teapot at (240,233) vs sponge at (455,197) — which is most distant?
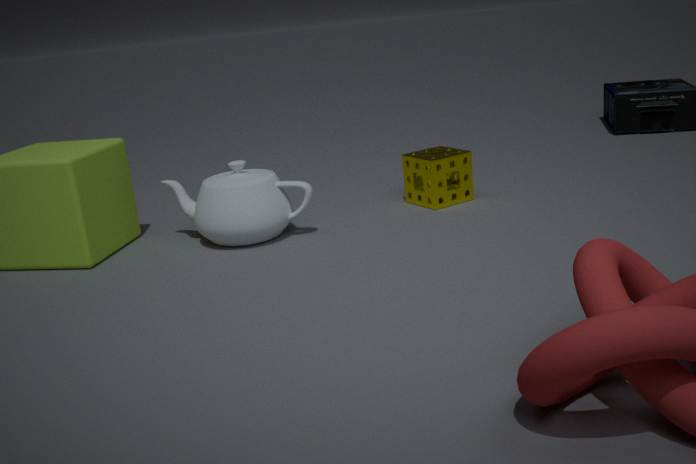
sponge at (455,197)
